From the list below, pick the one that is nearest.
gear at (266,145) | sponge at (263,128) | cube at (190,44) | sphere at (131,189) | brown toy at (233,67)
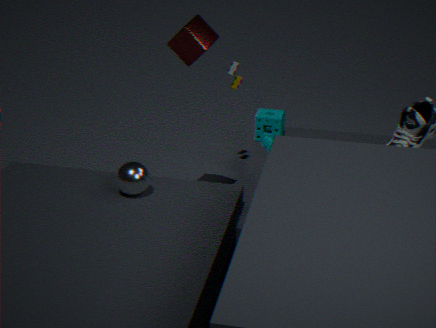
gear at (266,145)
